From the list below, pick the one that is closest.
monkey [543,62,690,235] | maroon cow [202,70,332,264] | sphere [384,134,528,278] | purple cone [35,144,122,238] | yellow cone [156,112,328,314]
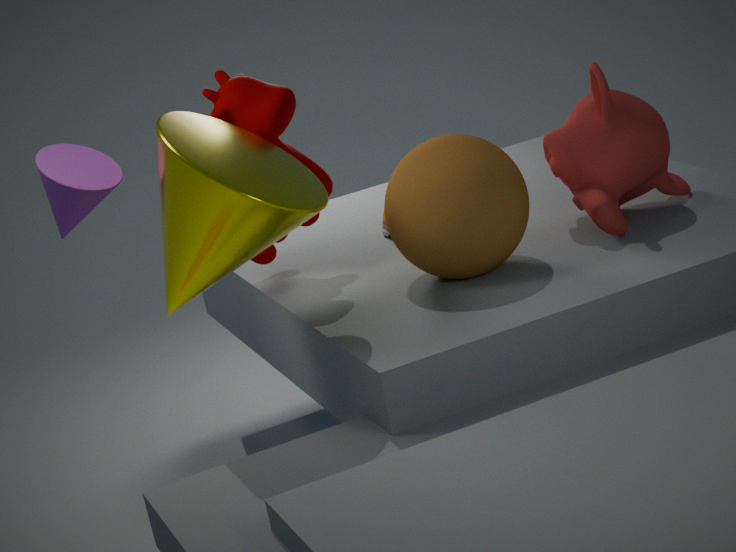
yellow cone [156,112,328,314]
